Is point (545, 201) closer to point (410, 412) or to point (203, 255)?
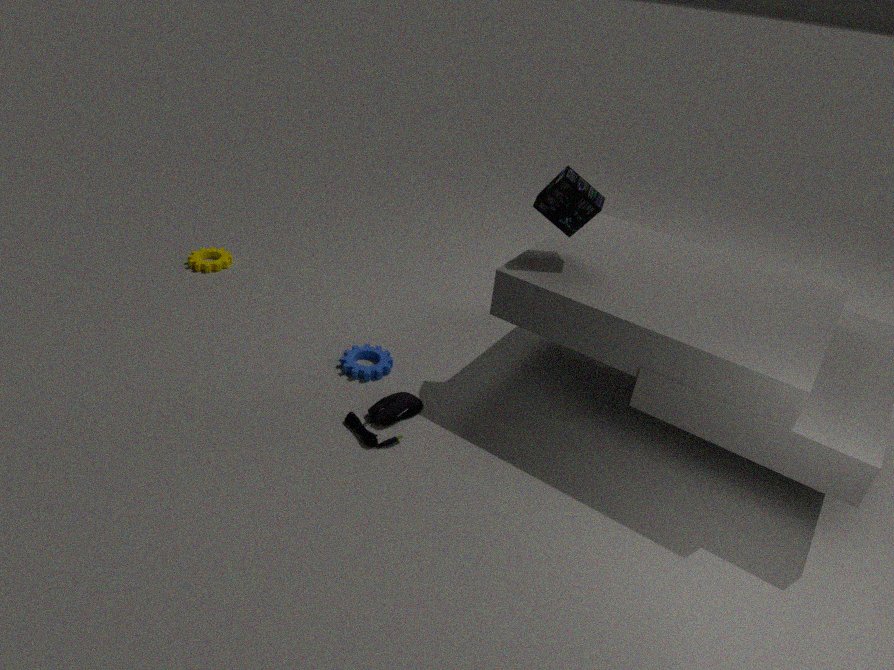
point (410, 412)
